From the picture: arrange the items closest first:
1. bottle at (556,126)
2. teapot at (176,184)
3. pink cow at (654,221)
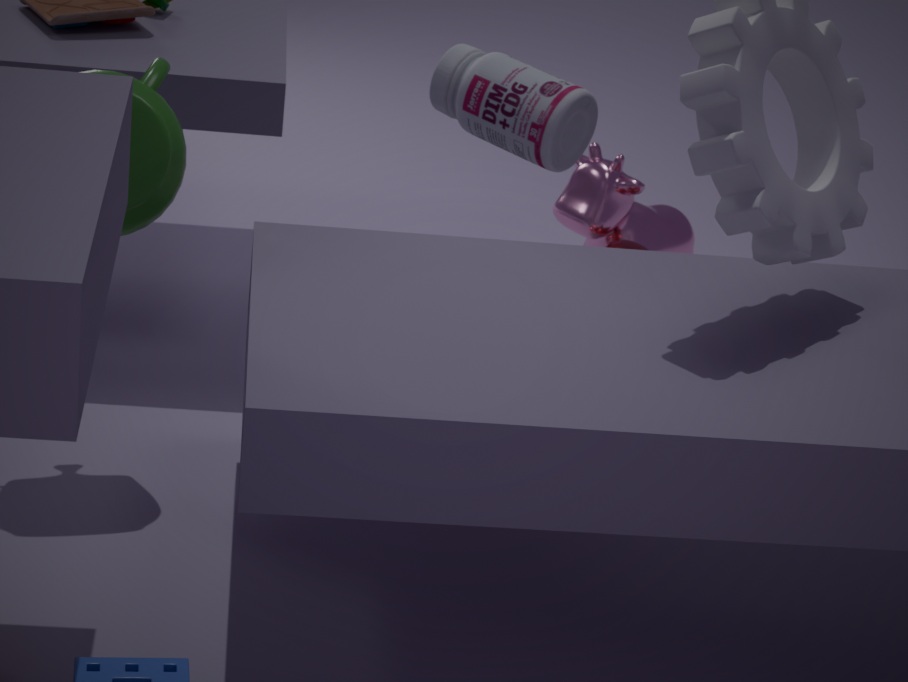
teapot at (176,184)
bottle at (556,126)
pink cow at (654,221)
